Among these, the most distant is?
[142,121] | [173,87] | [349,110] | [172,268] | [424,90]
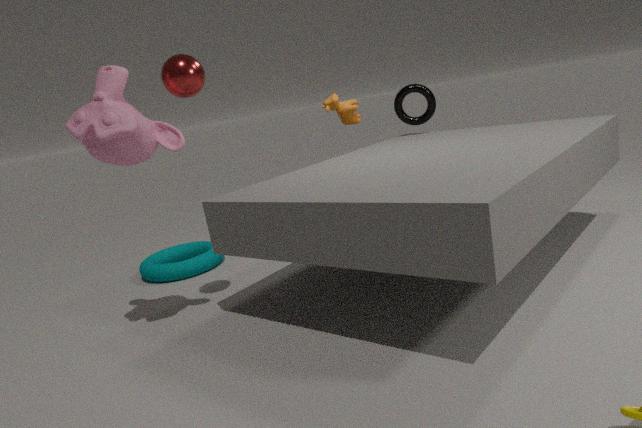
[424,90]
